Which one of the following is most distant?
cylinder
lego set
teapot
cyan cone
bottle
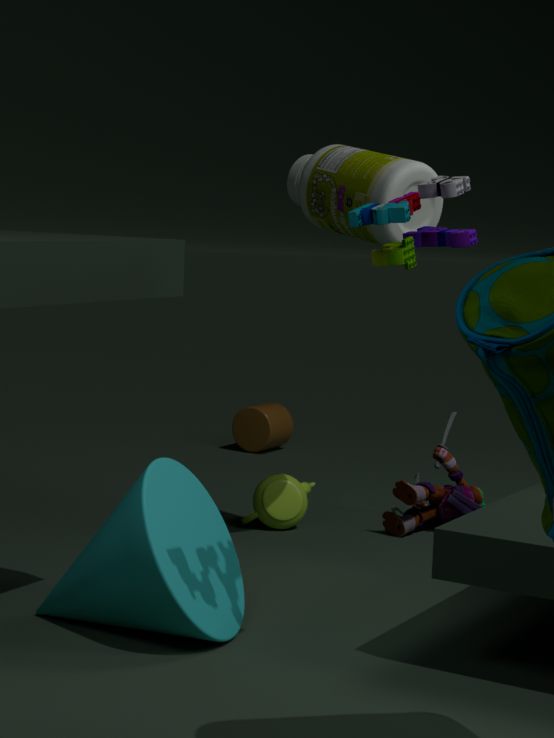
cylinder
